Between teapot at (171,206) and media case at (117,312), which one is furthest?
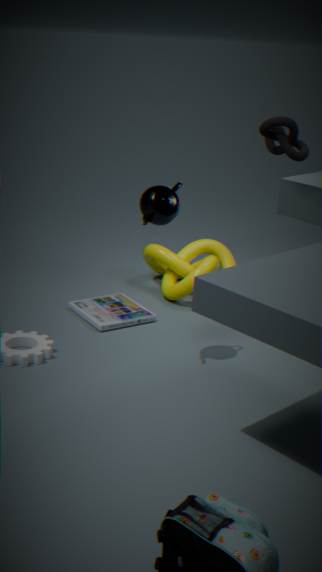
media case at (117,312)
